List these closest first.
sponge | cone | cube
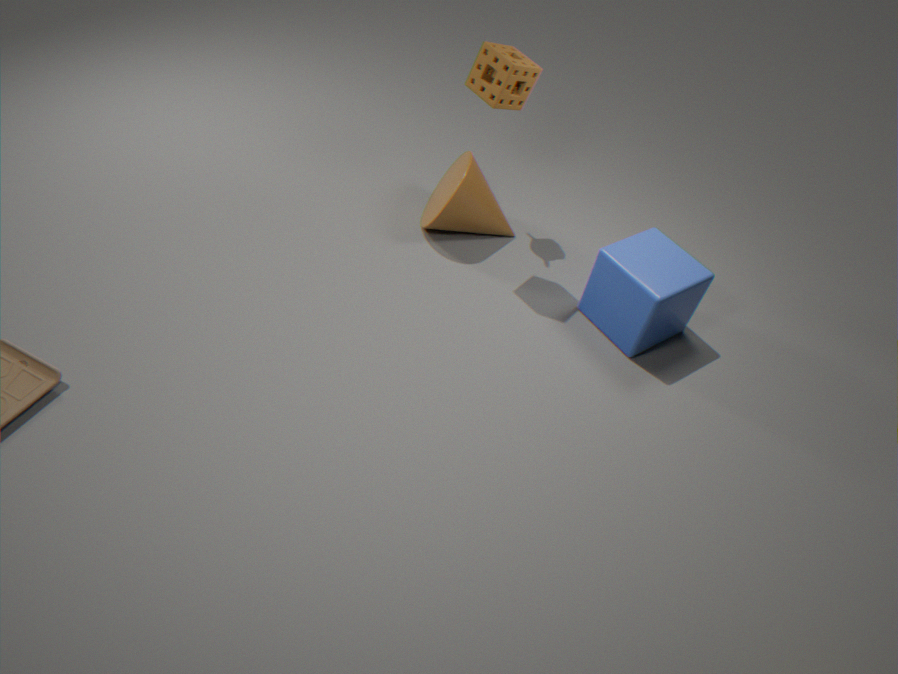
sponge, cube, cone
